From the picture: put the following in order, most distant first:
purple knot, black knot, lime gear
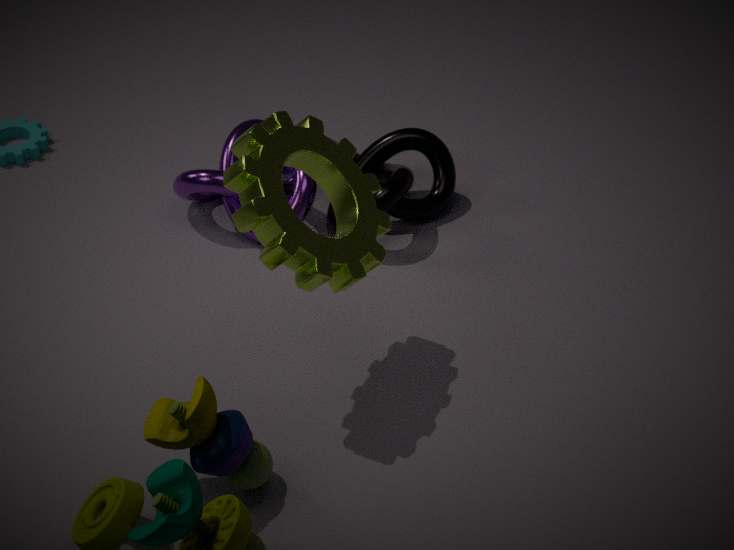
purple knot
black knot
lime gear
